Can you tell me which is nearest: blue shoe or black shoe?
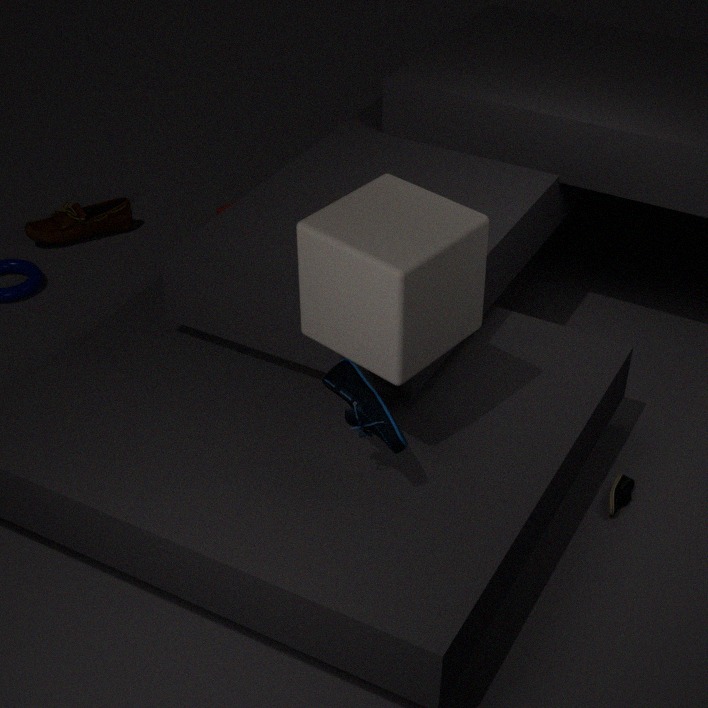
blue shoe
